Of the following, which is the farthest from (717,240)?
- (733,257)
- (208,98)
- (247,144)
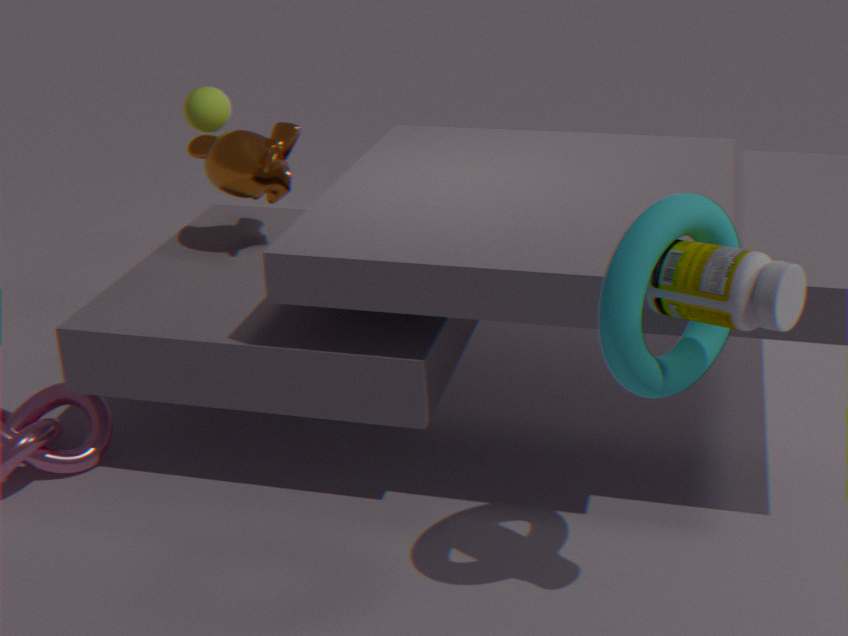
(208,98)
